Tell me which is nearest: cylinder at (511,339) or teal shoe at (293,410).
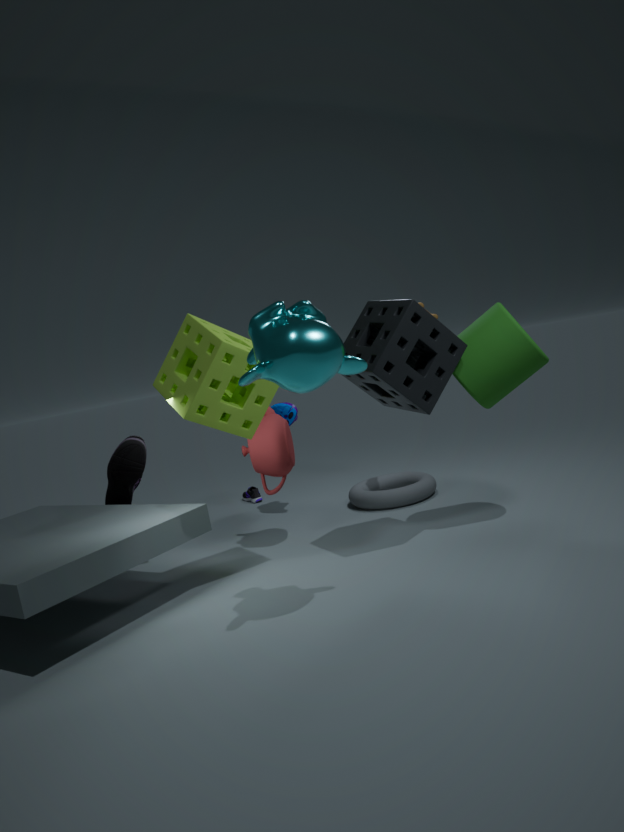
cylinder at (511,339)
